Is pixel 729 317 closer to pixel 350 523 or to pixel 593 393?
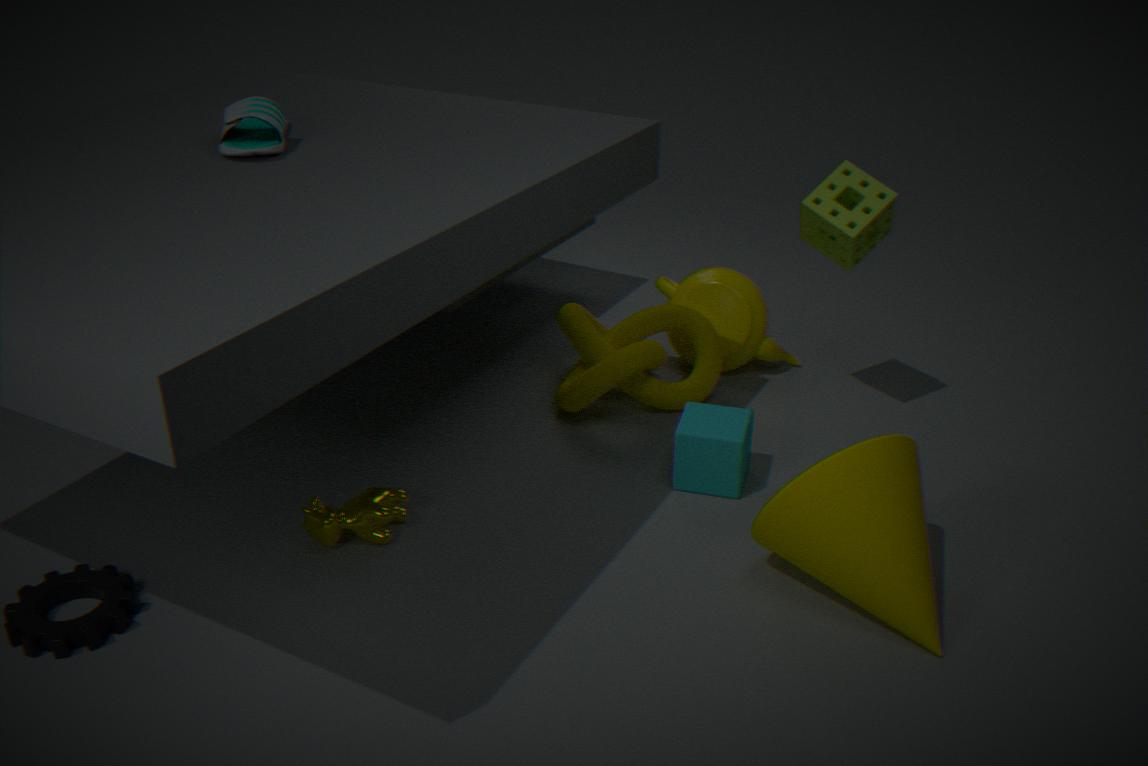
pixel 593 393
